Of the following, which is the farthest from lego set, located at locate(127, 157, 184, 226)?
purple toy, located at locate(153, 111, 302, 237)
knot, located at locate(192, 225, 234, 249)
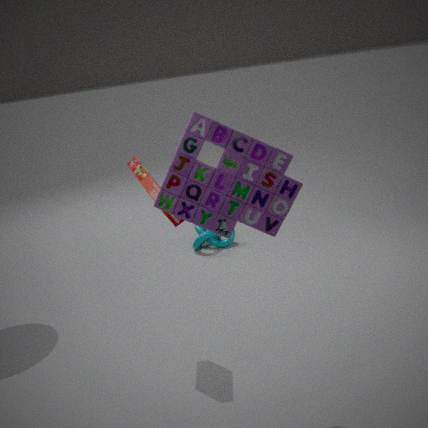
knot, located at locate(192, 225, 234, 249)
